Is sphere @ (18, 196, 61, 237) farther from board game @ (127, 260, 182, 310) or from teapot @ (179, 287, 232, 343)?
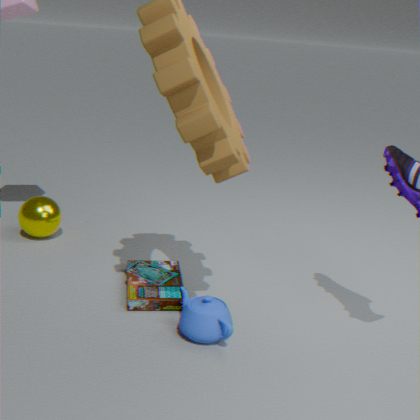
teapot @ (179, 287, 232, 343)
